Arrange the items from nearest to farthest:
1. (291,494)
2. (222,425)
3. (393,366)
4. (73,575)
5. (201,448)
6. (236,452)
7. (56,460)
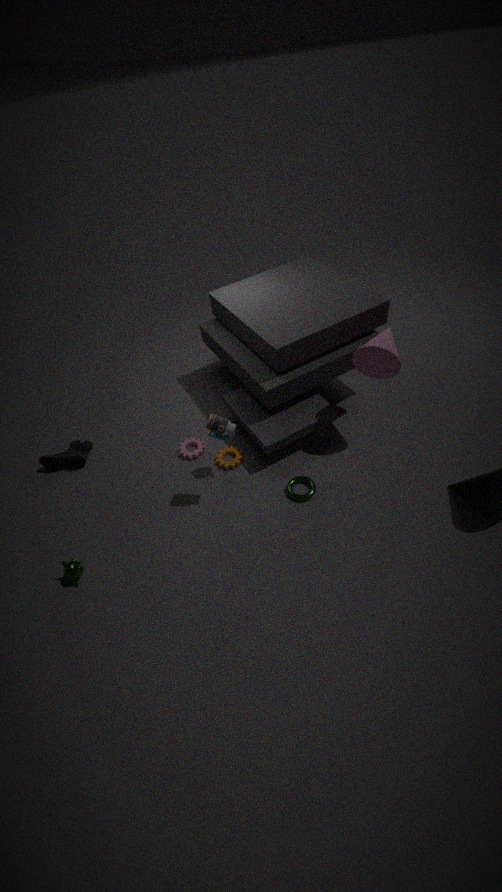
1. (73,575)
2. (222,425)
3. (393,366)
4. (291,494)
5. (236,452)
6. (56,460)
7. (201,448)
